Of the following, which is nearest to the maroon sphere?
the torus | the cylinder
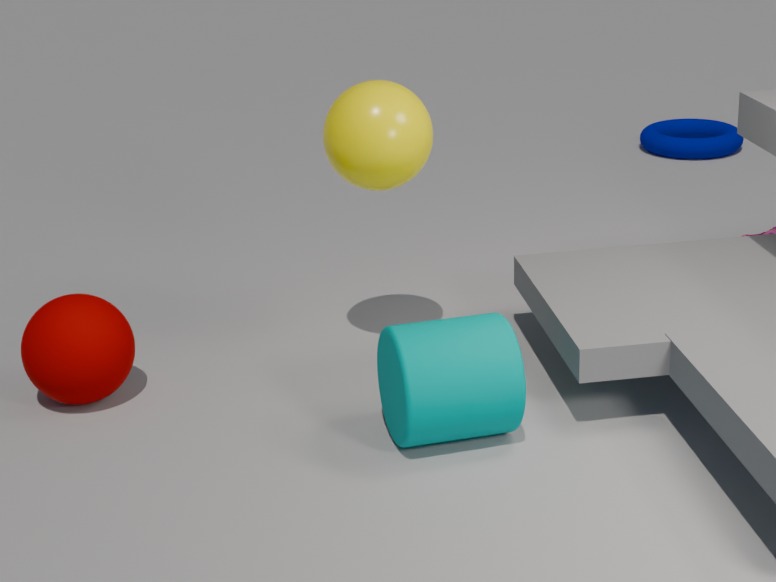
the cylinder
